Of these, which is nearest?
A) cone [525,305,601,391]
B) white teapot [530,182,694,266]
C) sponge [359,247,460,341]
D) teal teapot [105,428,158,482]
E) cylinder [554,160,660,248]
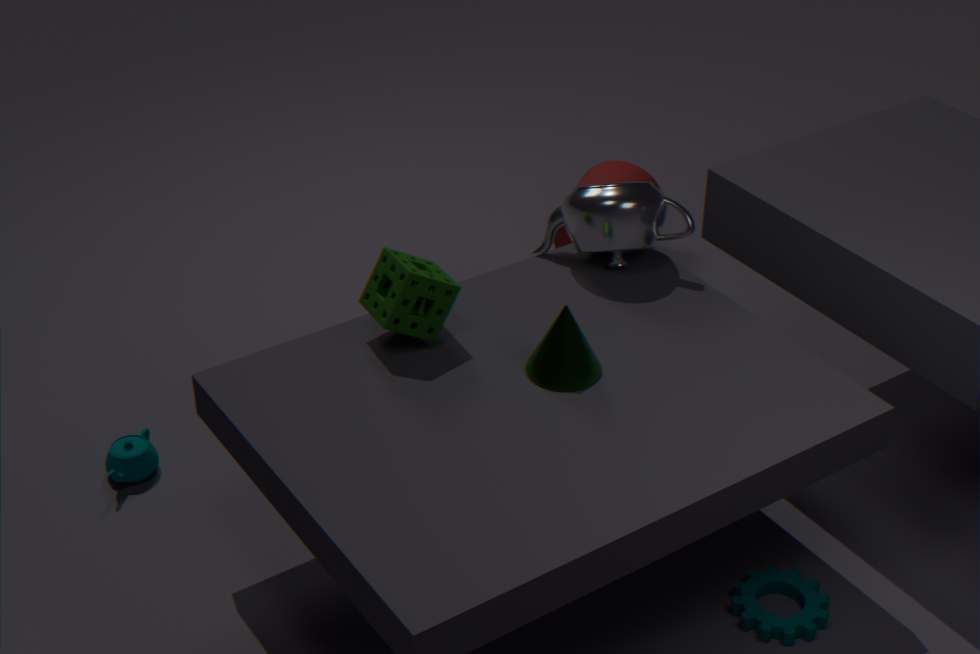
cone [525,305,601,391]
